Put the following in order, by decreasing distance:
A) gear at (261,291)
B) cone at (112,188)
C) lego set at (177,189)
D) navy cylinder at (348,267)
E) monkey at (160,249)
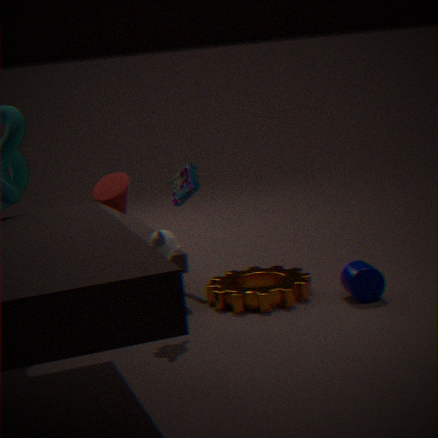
lego set at (177,189) → cone at (112,188) → gear at (261,291) → navy cylinder at (348,267) → monkey at (160,249)
